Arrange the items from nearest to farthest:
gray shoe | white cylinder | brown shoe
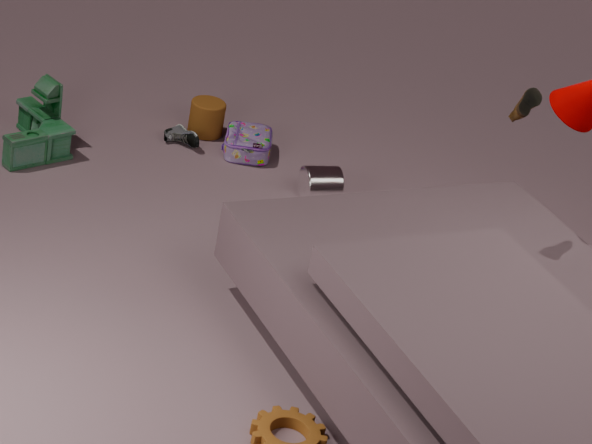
1. brown shoe
2. white cylinder
3. gray shoe
